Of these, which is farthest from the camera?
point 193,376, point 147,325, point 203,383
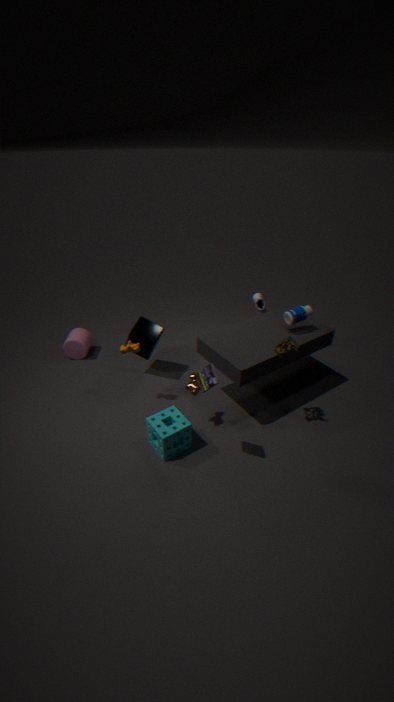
point 147,325
